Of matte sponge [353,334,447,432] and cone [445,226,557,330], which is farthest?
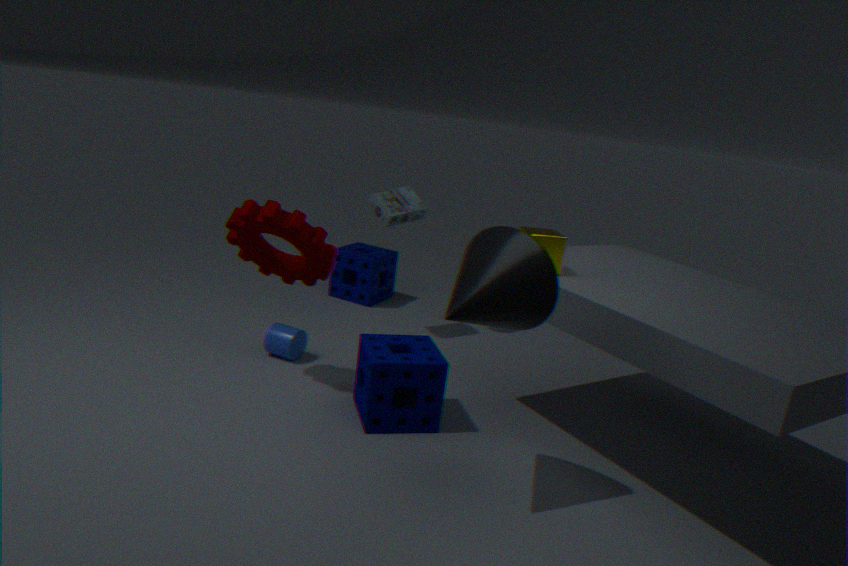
matte sponge [353,334,447,432]
